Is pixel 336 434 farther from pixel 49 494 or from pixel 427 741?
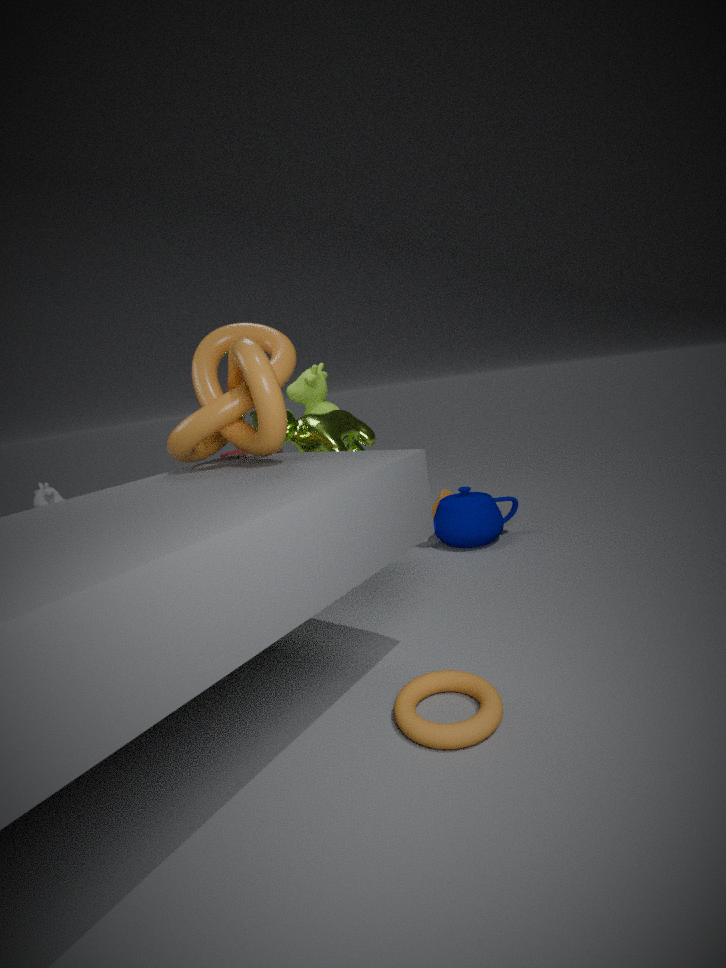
pixel 49 494
